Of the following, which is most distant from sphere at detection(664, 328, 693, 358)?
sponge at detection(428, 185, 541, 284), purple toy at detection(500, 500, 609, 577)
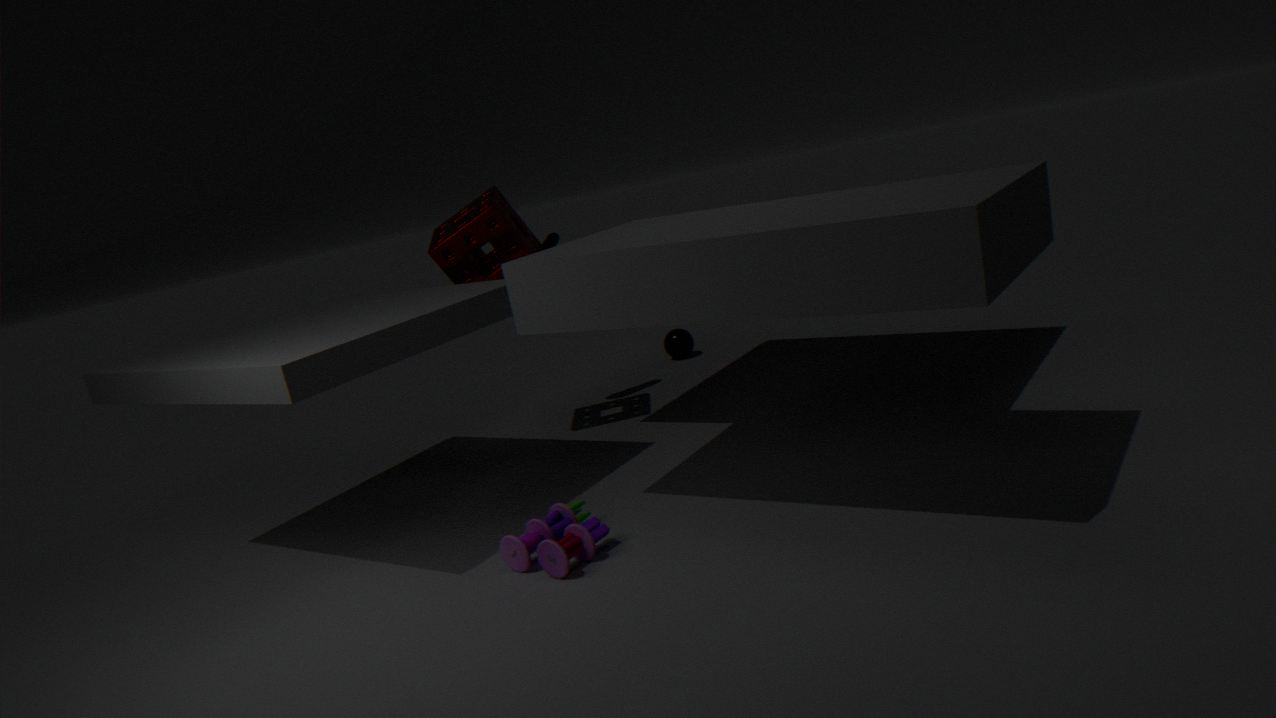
purple toy at detection(500, 500, 609, 577)
